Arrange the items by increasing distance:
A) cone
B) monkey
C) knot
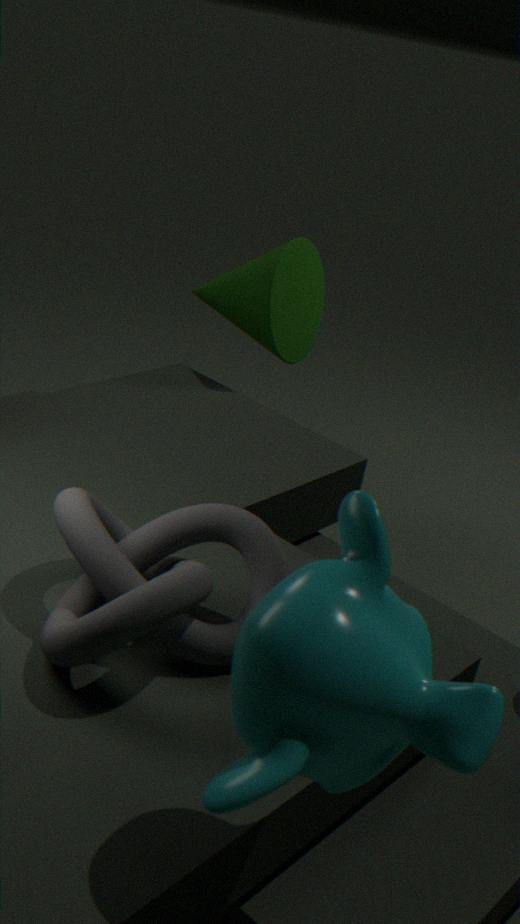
monkey, knot, cone
